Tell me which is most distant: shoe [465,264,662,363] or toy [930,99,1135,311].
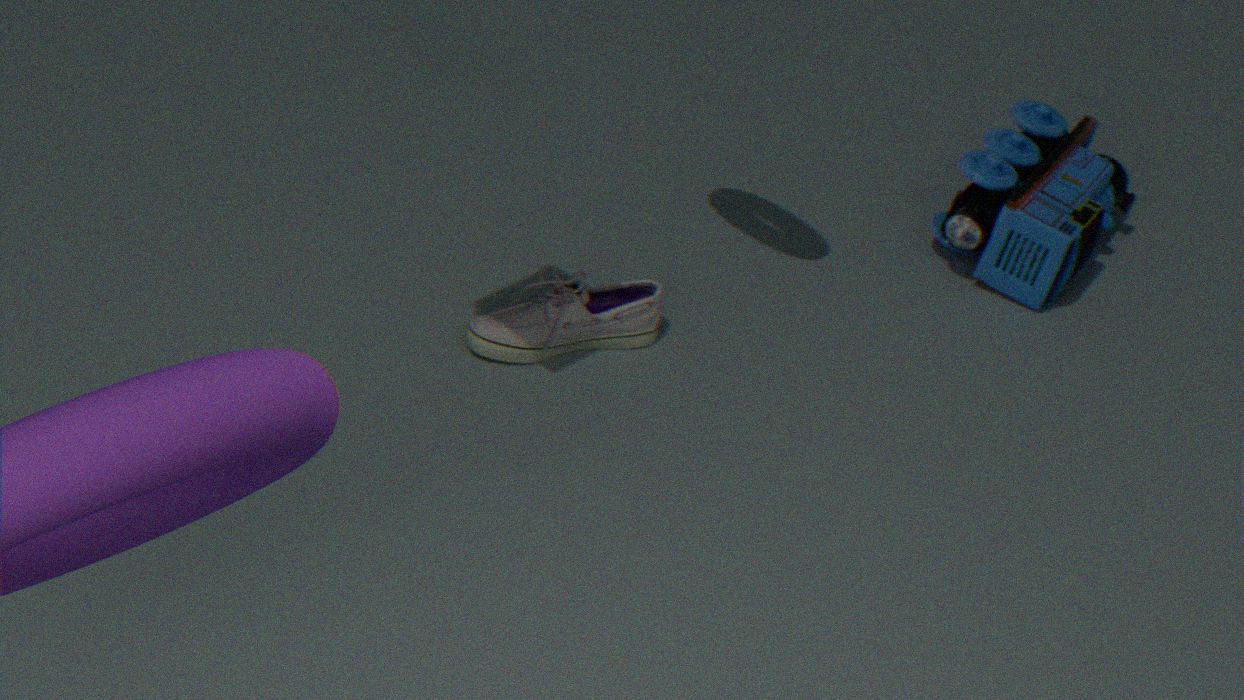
toy [930,99,1135,311]
